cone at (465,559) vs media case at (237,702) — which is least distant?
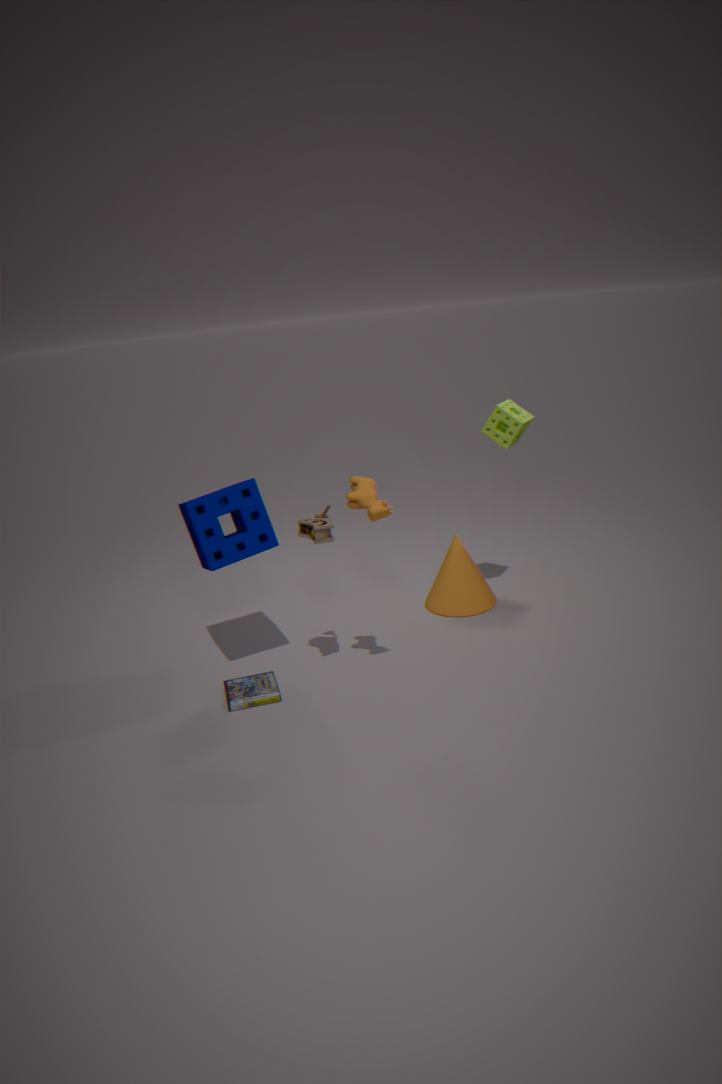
media case at (237,702)
